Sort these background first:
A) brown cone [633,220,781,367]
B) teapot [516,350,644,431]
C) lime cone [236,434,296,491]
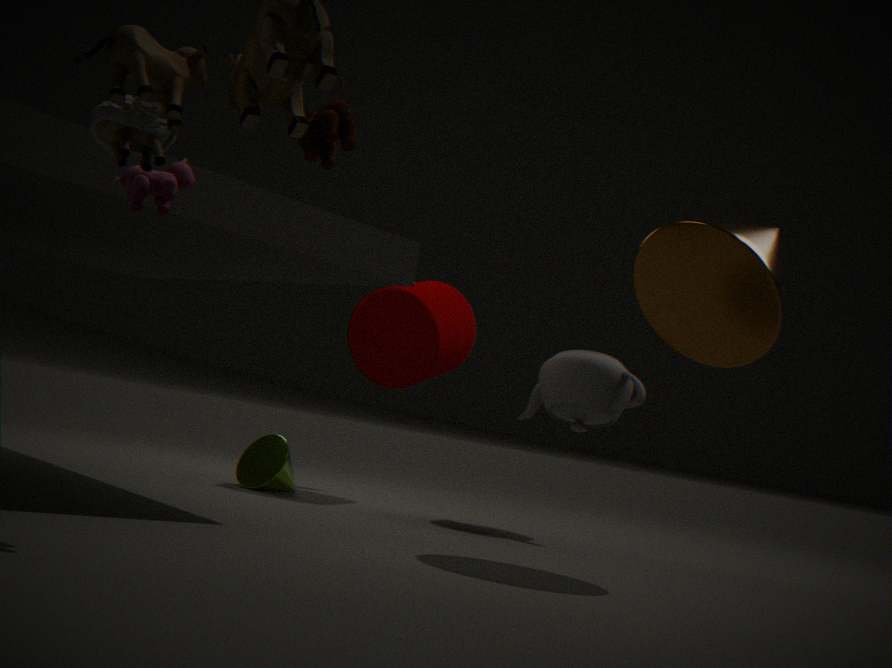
lime cone [236,434,296,491] < teapot [516,350,644,431] < brown cone [633,220,781,367]
